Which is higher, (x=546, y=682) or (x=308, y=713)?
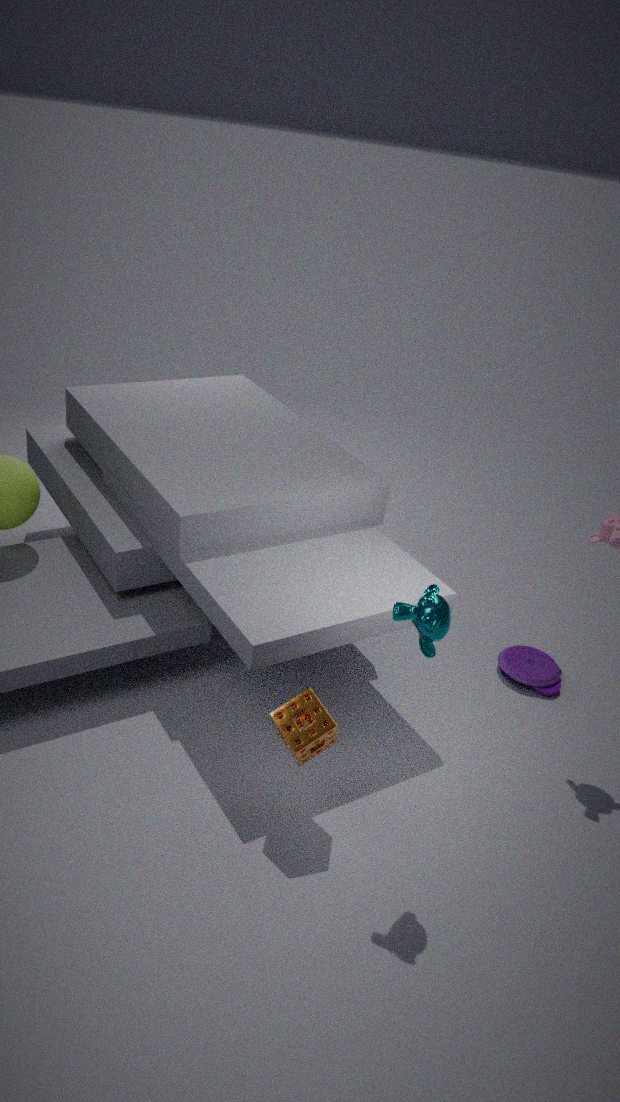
(x=308, y=713)
